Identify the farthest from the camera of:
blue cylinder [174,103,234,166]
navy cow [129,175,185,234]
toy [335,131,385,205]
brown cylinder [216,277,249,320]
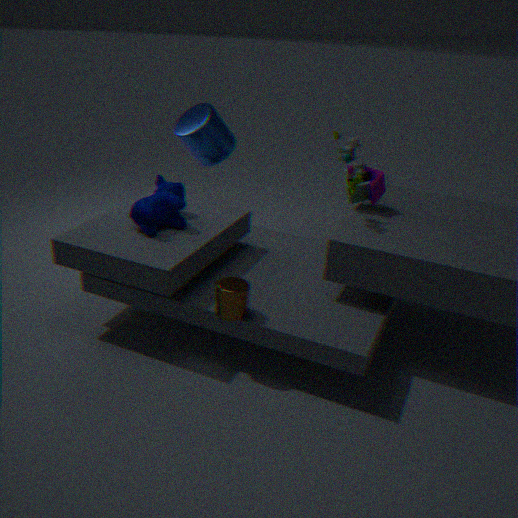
blue cylinder [174,103,234,166]
